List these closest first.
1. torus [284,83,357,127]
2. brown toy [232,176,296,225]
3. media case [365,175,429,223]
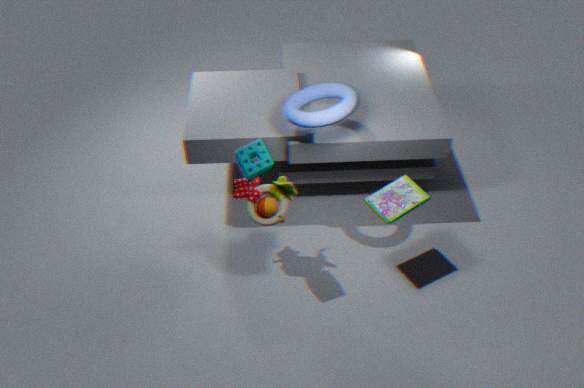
torus [284,83,357,127], media case [365,175,429,223], brown toy [232,176,296,225]
